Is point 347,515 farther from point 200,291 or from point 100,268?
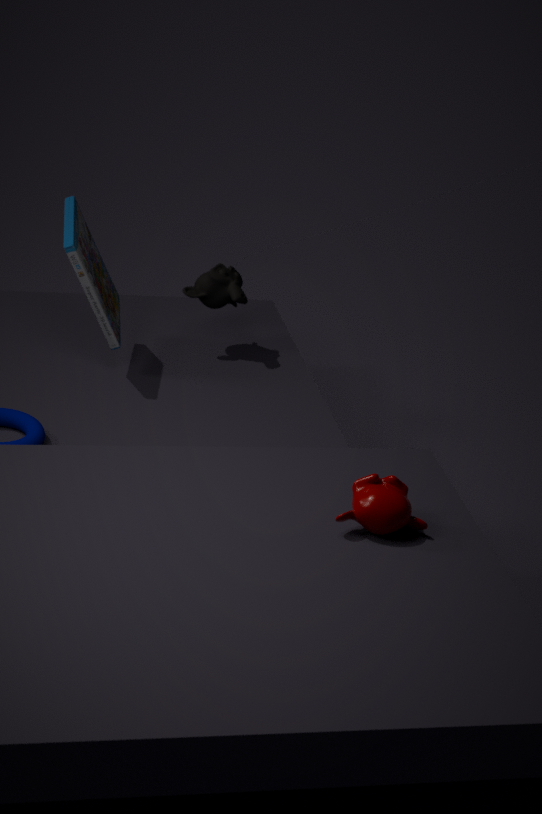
point 100,268
